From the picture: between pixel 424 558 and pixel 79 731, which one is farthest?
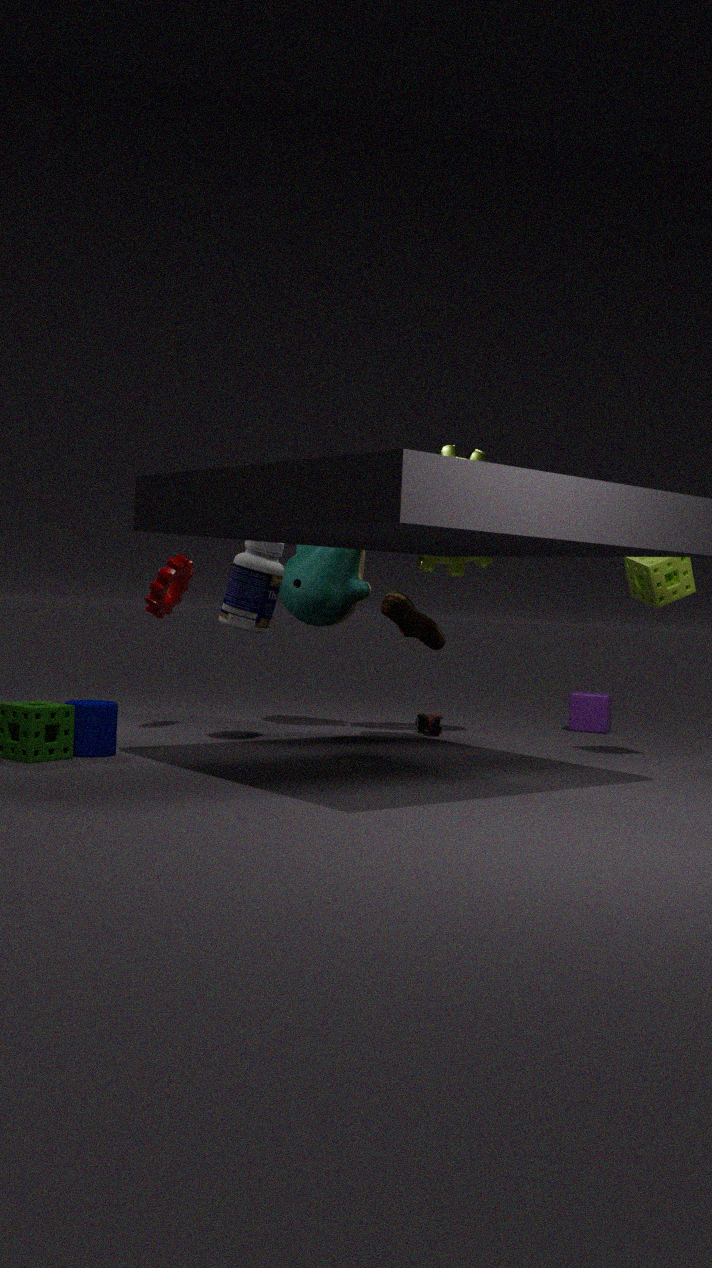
pixel 424 558
